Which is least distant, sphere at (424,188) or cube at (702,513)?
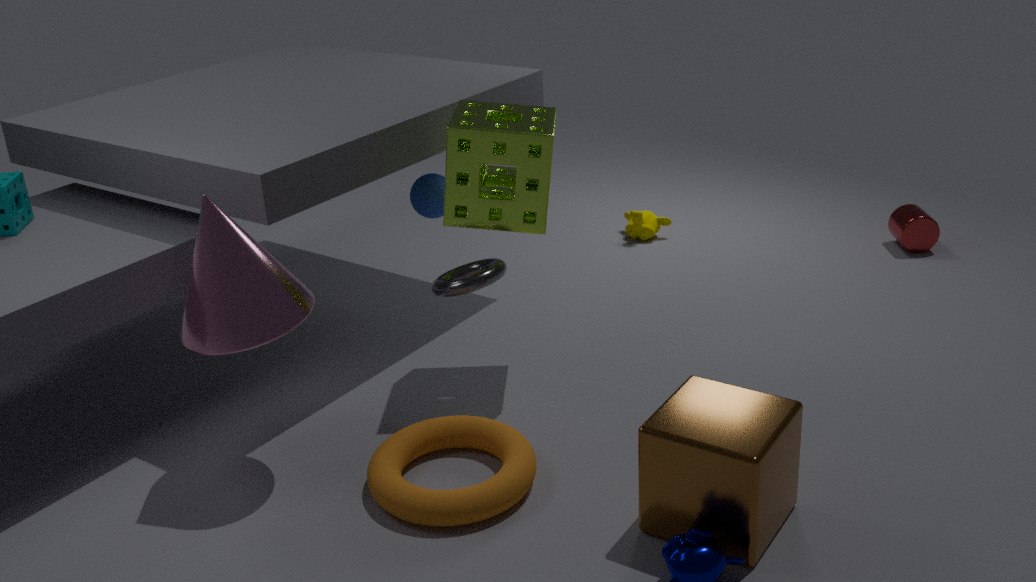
cube at (702,513)
